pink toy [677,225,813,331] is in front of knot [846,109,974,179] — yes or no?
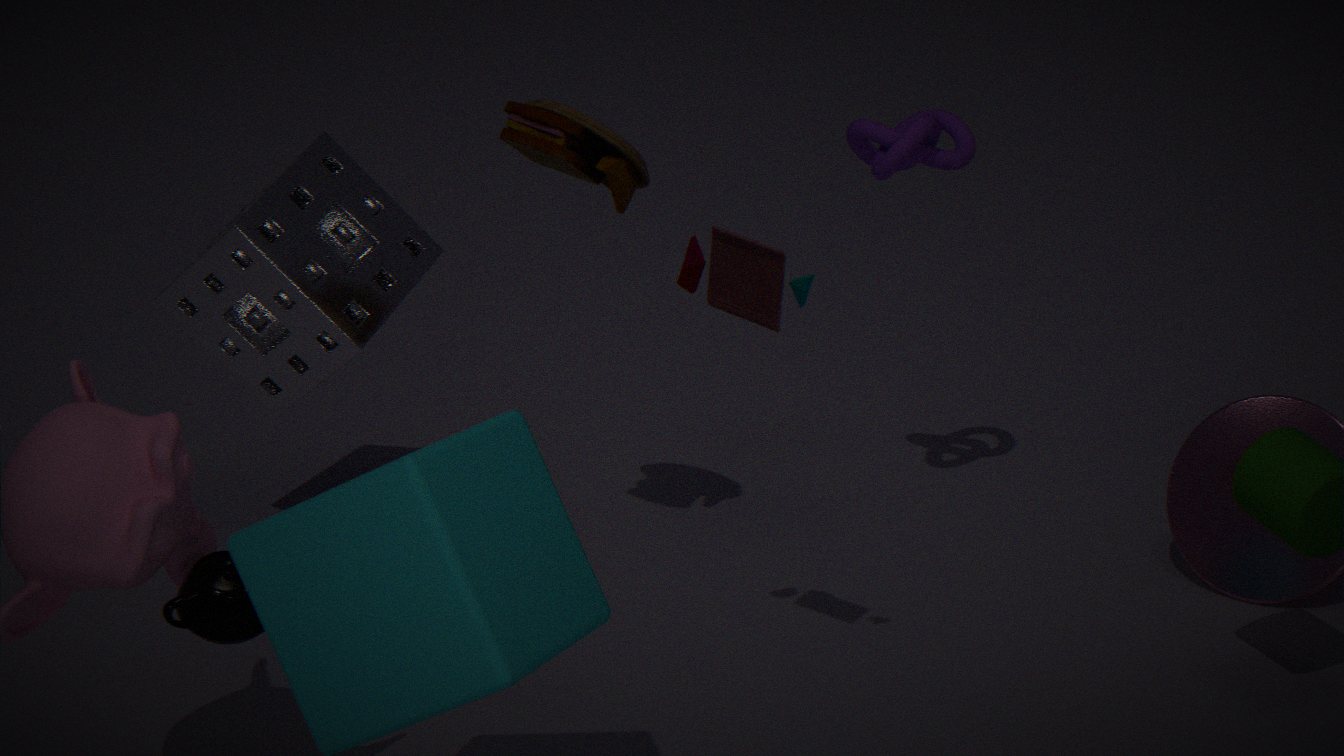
Yes
